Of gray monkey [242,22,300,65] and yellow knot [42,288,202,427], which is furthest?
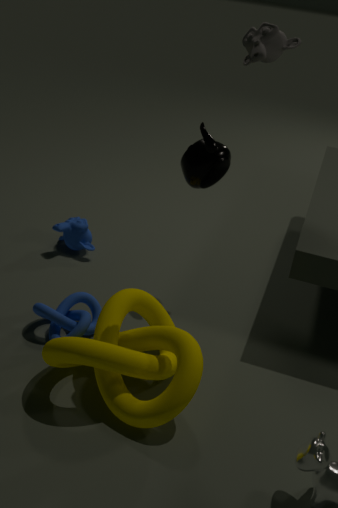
gray monkey [242,22,300,65]
